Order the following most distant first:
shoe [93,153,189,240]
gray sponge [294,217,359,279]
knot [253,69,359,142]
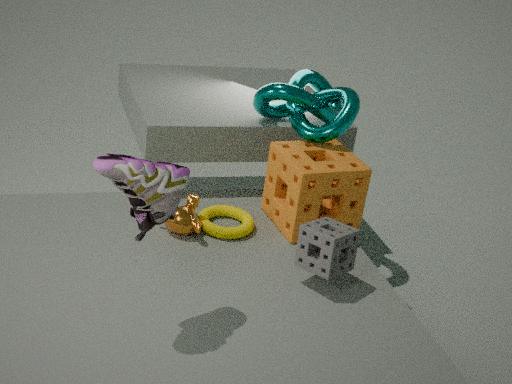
knot [253,69,359,142]
gray sponge [294,217,359,279]
shoe [93,153,189,240]
